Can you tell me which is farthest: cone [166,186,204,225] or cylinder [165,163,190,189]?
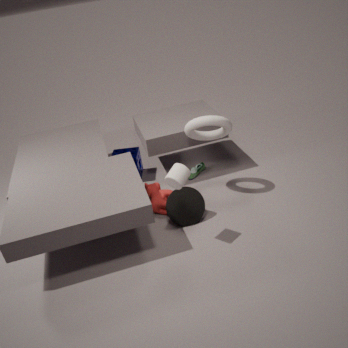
cone [166,186,204,225]
